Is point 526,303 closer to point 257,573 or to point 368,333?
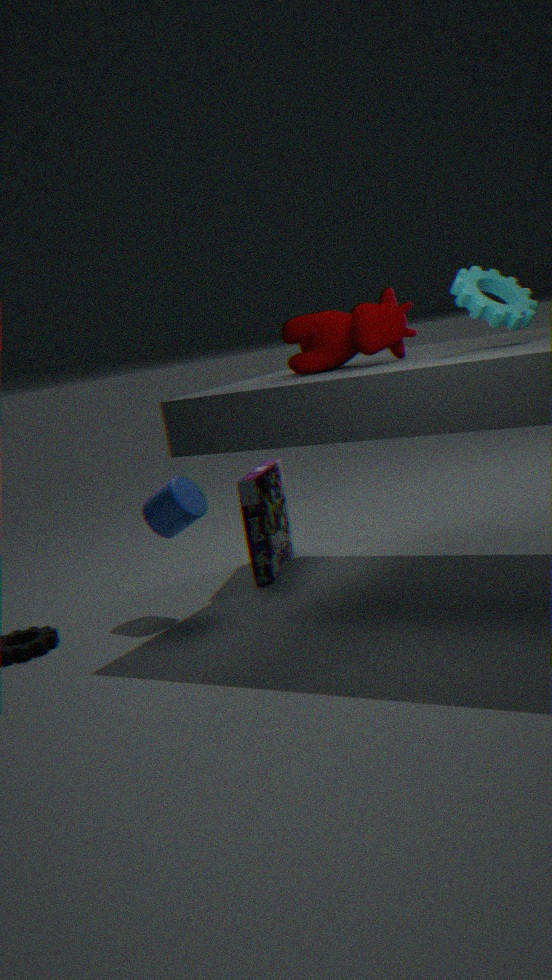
point 368,333
